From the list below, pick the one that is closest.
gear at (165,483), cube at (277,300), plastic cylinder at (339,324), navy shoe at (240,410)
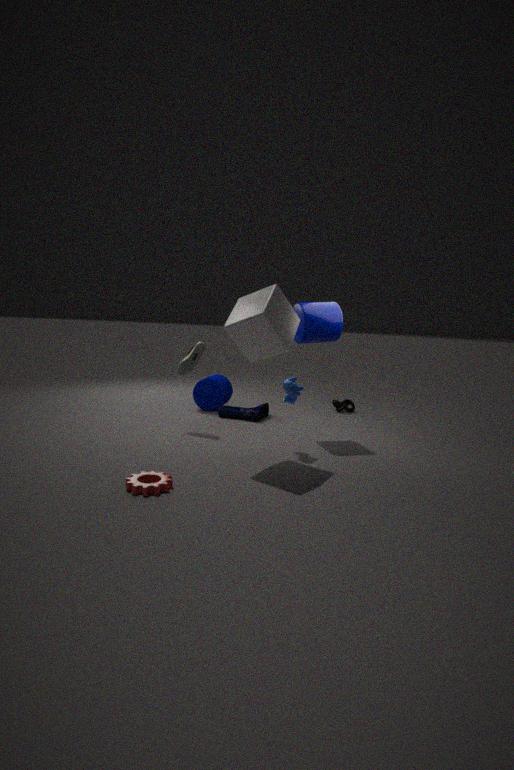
gear at (165,483)
